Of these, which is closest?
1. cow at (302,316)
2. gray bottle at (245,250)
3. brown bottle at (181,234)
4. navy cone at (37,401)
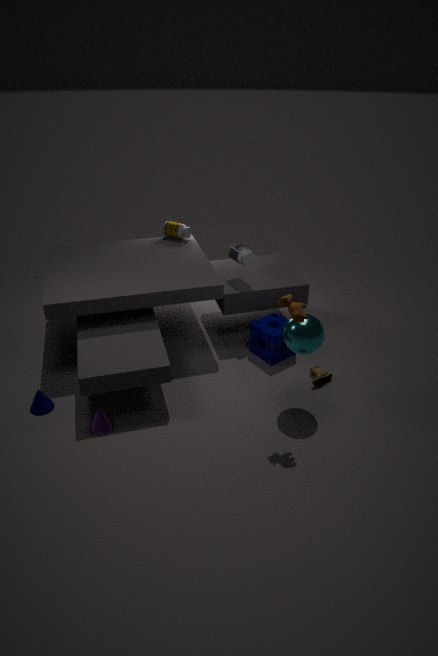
cow at (302,316)
